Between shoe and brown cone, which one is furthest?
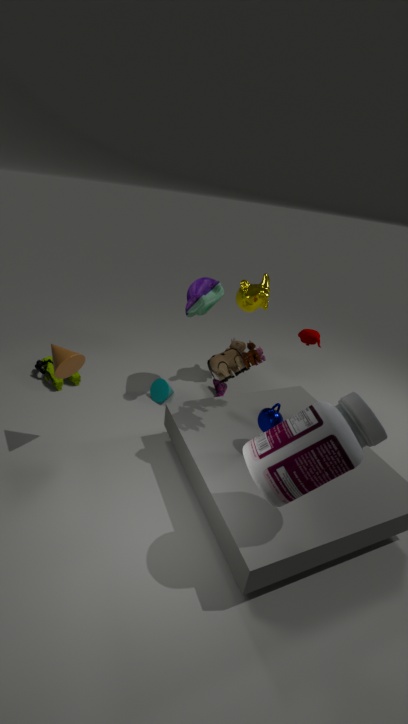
shoe
